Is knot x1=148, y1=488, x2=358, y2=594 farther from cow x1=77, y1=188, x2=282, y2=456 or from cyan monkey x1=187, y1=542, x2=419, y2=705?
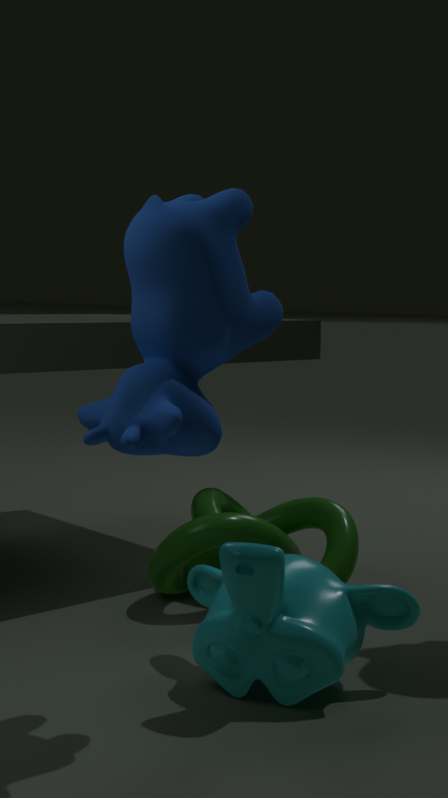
cow x1=77, y1=188, x2=282, y2=456
